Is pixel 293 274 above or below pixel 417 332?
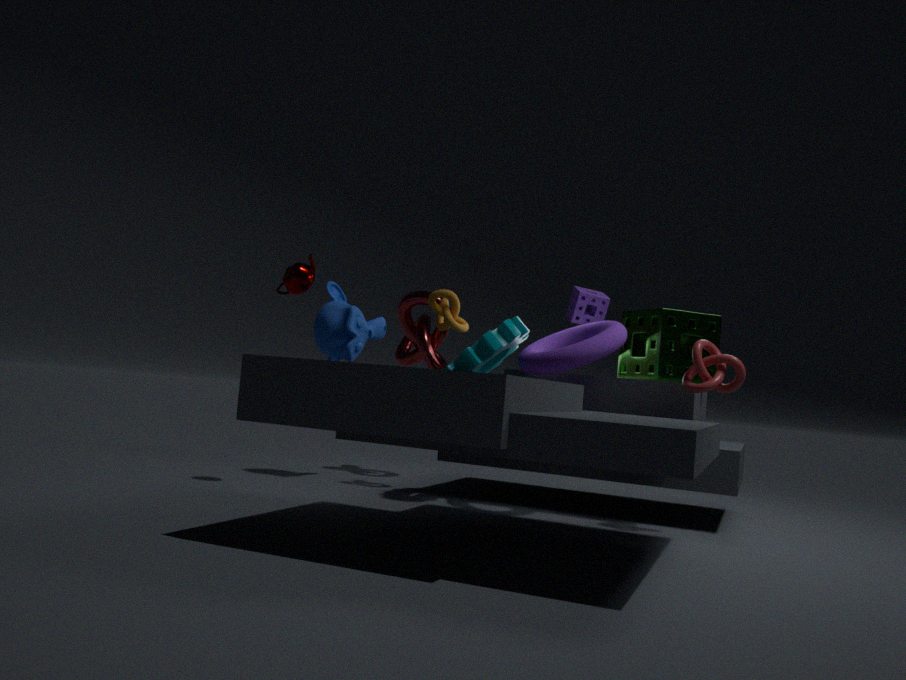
above
